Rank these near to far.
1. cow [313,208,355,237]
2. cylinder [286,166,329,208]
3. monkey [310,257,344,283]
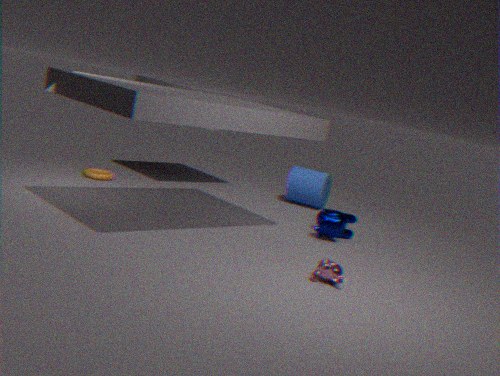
monkey [310,257,344,283]
cow [313,208,355,237]
cylinder [286,166,329,208]
